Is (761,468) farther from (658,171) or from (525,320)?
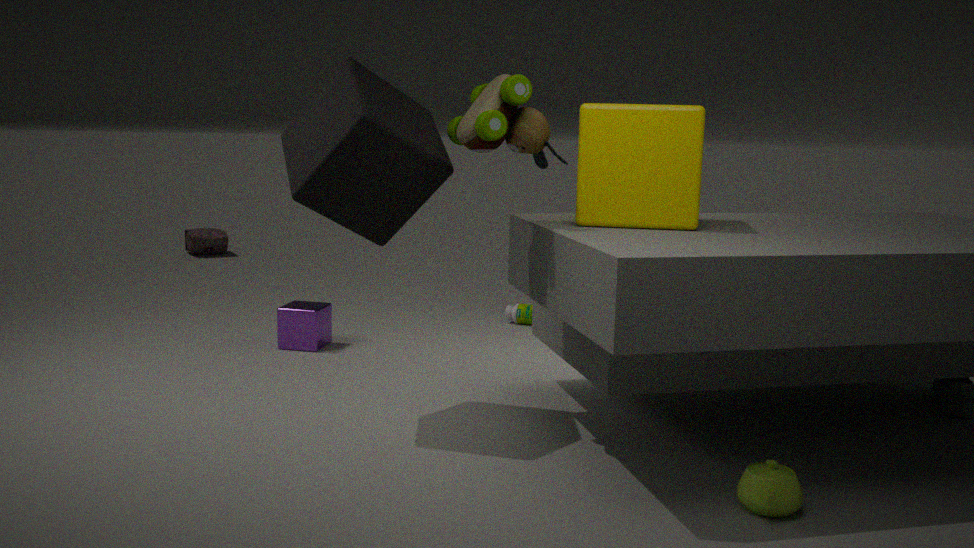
(525,320)
